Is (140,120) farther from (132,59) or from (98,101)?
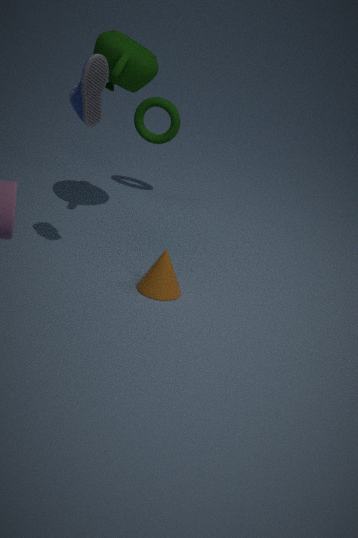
(98,101)
